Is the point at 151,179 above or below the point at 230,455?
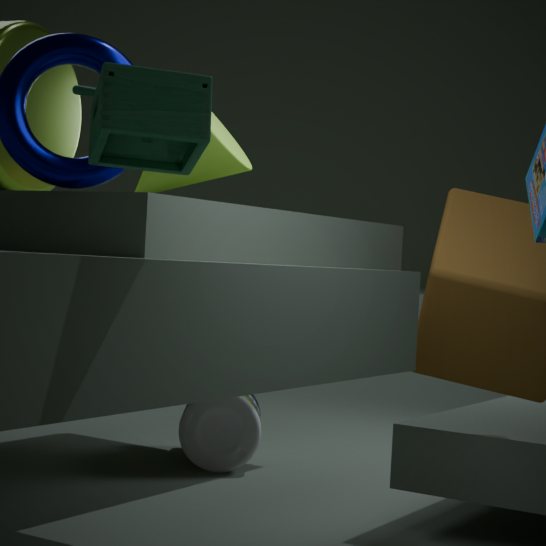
above
